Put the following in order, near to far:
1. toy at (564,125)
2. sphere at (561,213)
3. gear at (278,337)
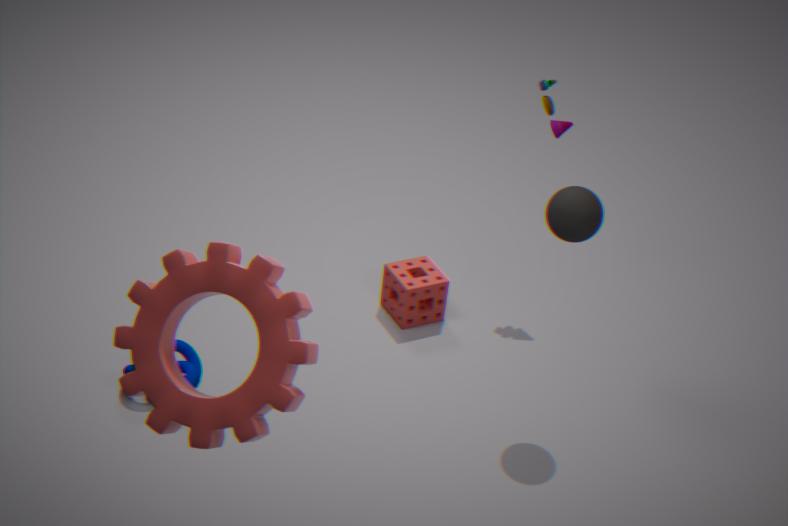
Result: gear at (278,337) → sphere at (561,213) → toy at (564,125)
